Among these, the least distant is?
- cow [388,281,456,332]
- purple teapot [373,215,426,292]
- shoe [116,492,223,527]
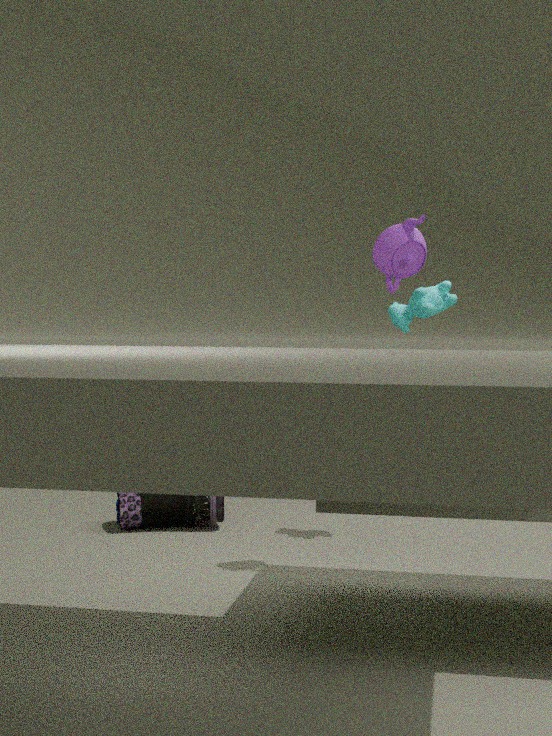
purple teapot [373,215,426,292]
